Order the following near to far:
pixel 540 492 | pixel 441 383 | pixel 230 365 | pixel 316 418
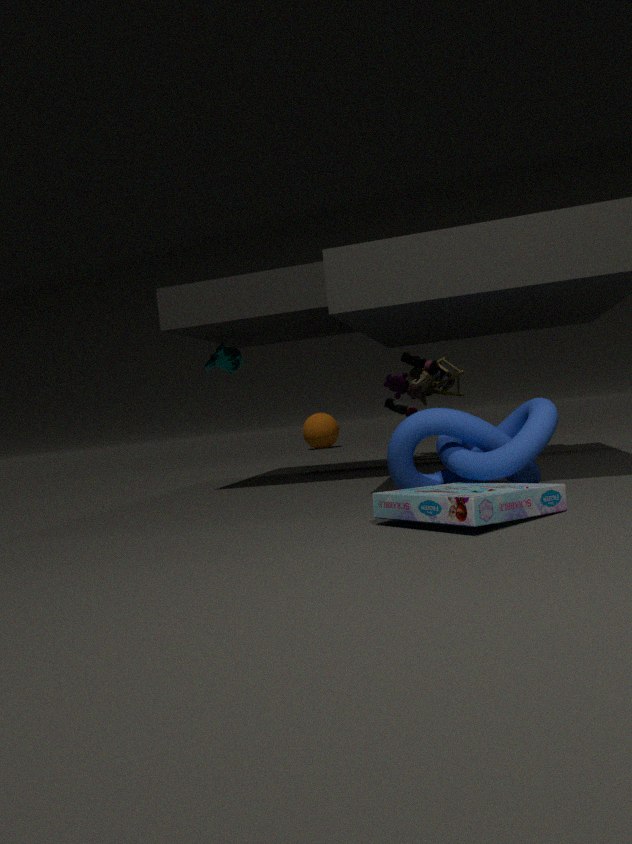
pixel 540 492 < pixel 230 365 < pixel 441 383 < pixel 316 418
